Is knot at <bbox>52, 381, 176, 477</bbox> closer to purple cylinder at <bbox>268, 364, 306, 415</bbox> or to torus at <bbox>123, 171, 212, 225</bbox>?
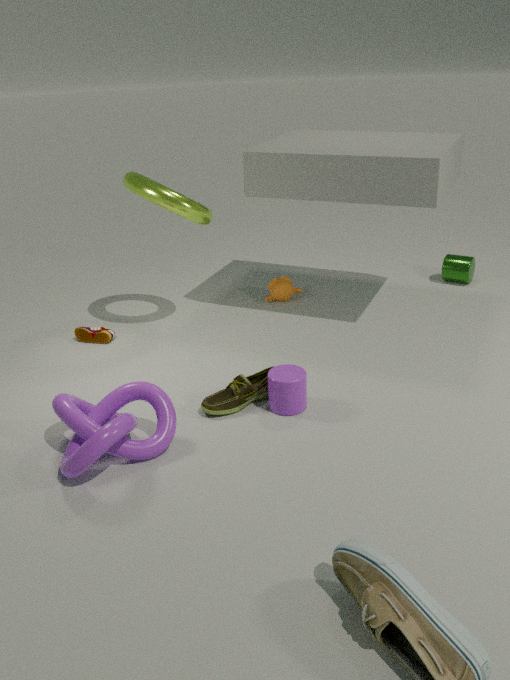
purple cylinder at <bbox>268, 364, 306, 415</bbox>
